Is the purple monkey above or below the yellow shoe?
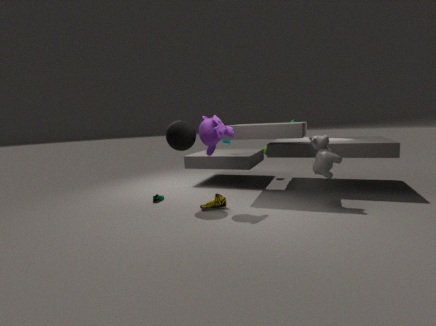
above
